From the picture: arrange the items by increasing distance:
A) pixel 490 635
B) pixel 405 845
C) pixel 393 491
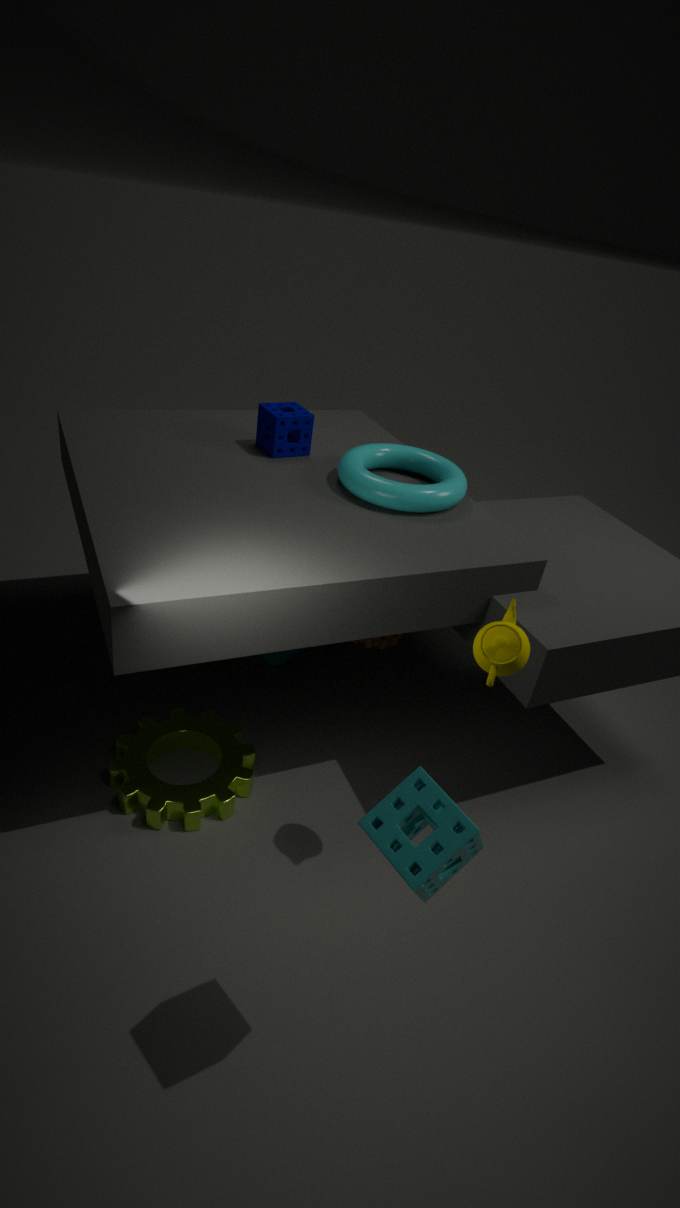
pixel 405 845
pixel 490 635
pixel 393 491
